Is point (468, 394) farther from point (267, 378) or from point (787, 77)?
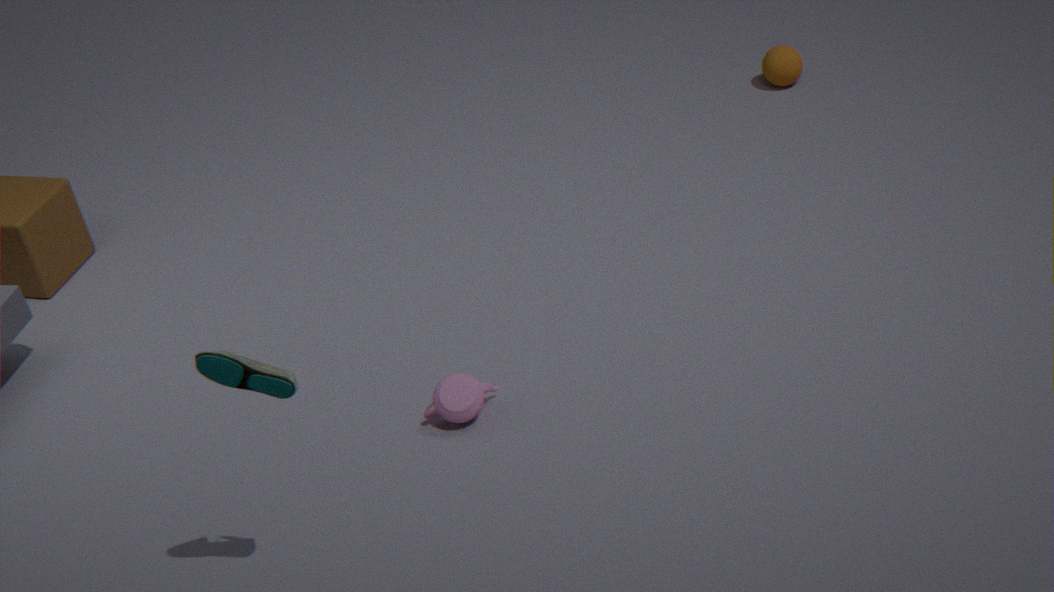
point (787, 77)
